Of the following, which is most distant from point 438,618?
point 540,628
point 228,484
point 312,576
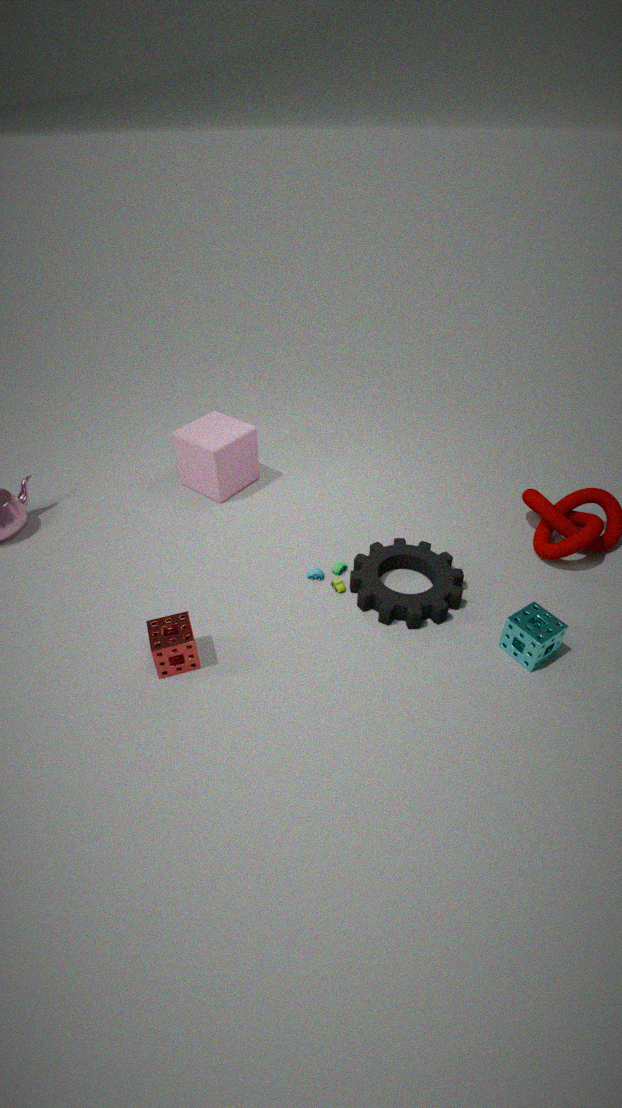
point 228,484
